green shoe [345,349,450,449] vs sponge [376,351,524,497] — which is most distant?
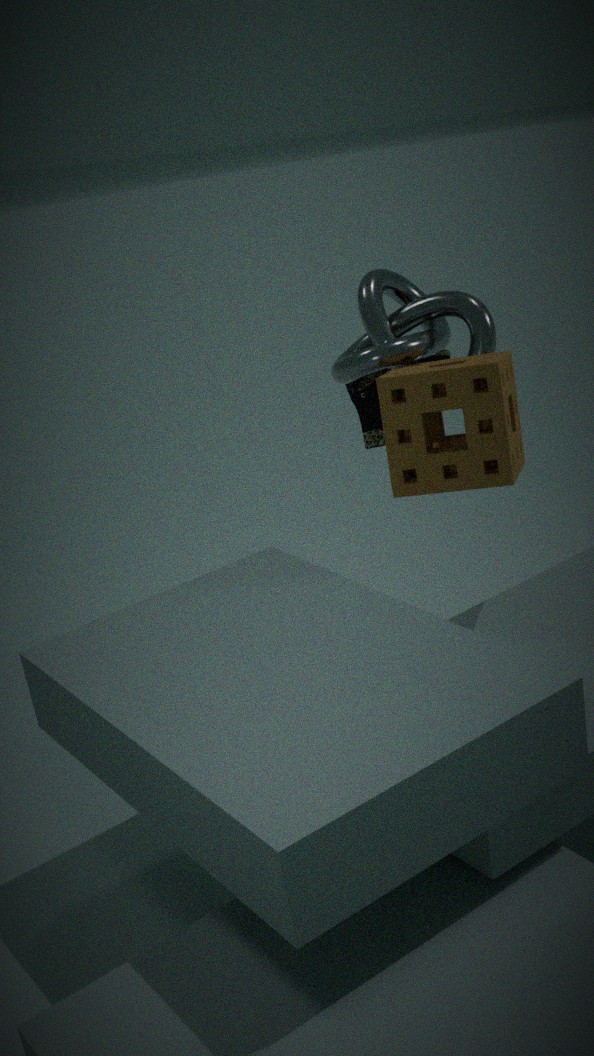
green shoe [345,349,450,449]
